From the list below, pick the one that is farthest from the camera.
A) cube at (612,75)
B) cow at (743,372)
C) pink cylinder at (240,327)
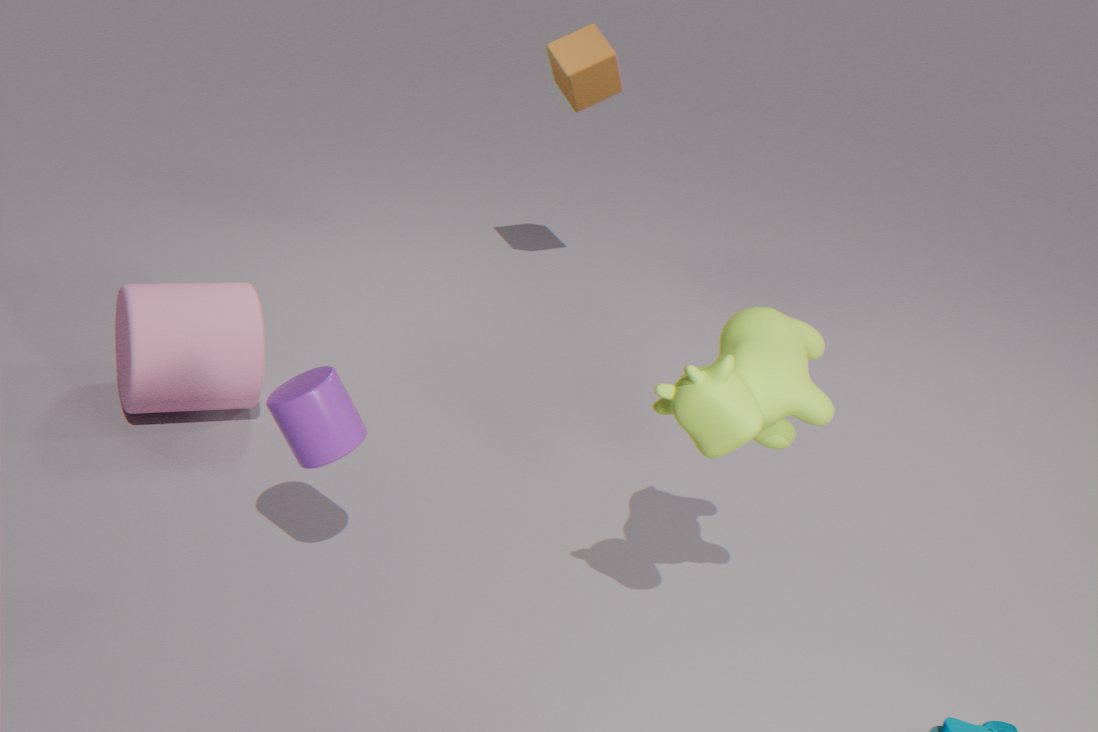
cube at (612,75)
